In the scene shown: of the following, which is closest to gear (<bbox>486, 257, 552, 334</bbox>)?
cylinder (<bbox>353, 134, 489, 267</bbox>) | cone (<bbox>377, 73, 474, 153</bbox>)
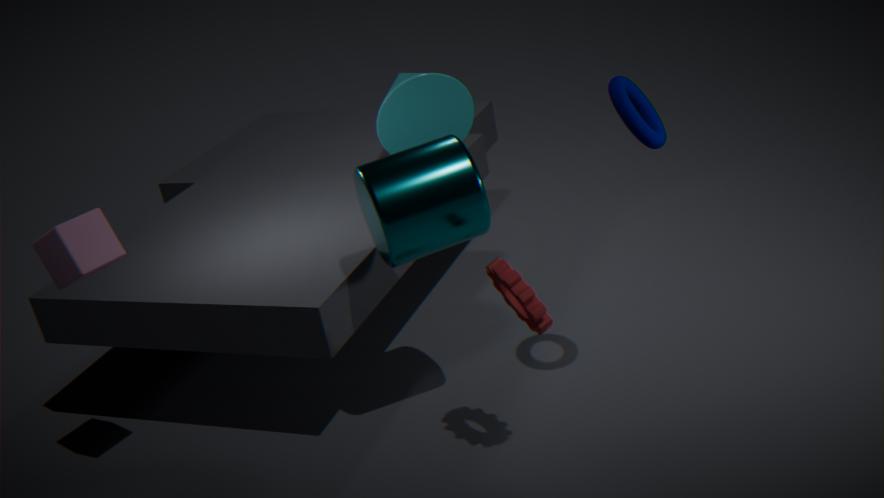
cylinder (<bbox>353, 134, 489, 267</bbox>)
